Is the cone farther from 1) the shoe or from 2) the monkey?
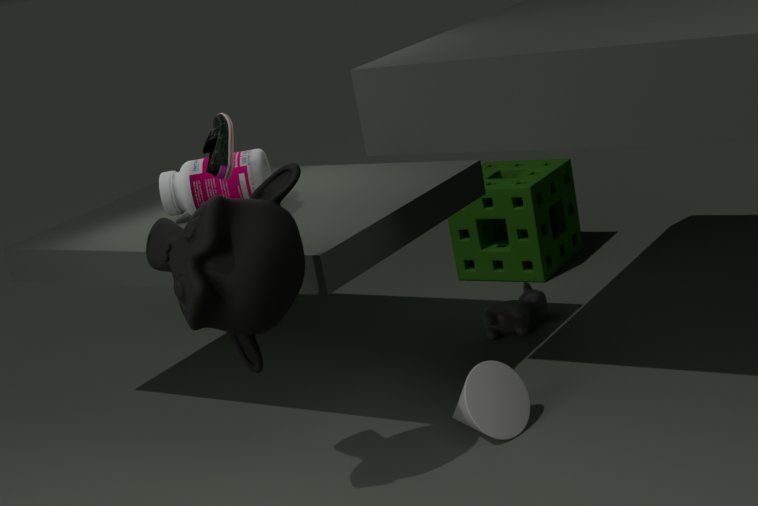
1) the shoe
